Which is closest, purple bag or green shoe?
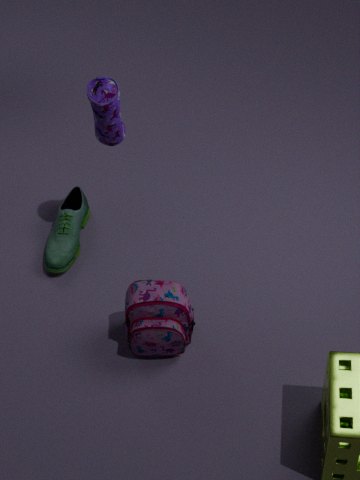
purple bag
